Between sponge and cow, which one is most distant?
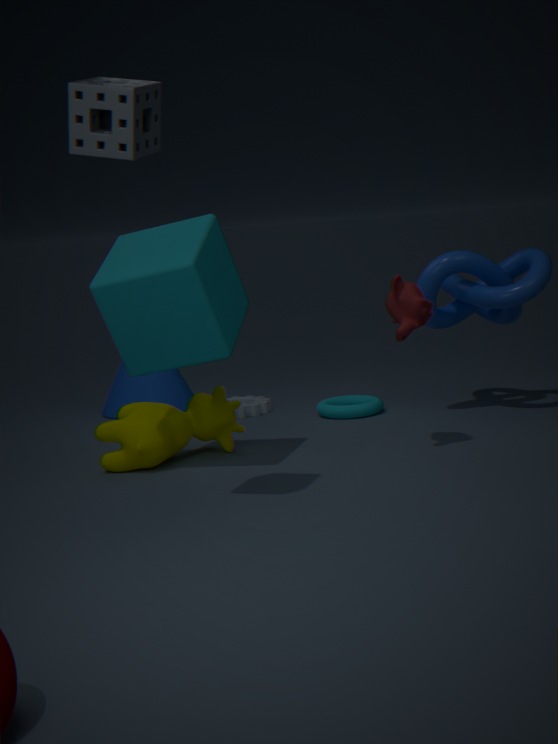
cow
